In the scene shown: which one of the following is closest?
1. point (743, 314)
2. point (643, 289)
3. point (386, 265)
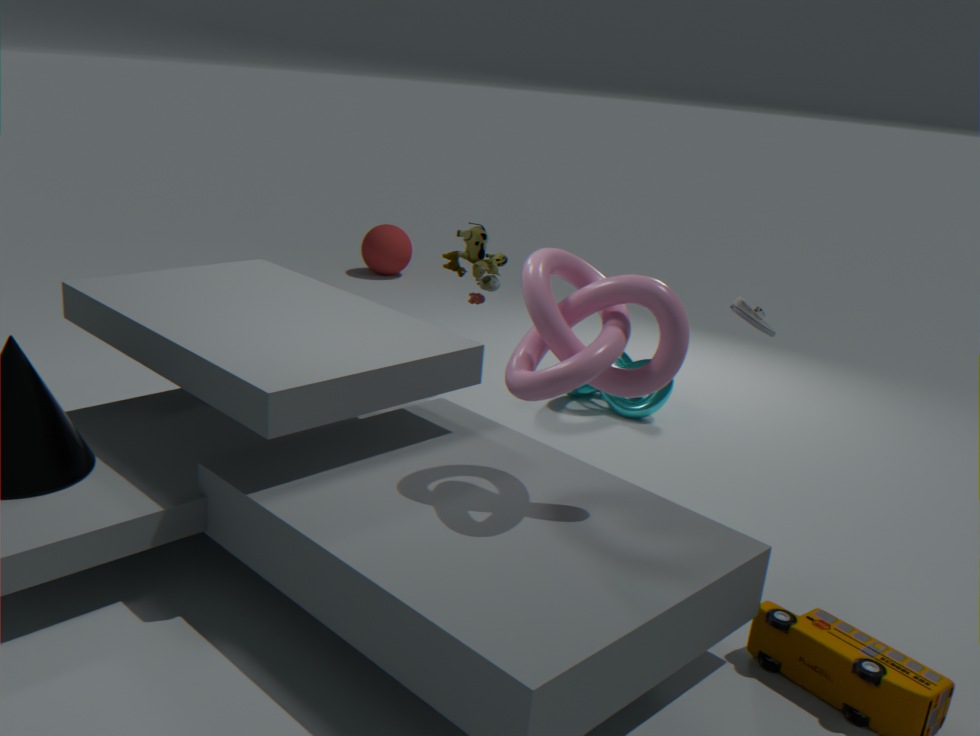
point (643, 289)
